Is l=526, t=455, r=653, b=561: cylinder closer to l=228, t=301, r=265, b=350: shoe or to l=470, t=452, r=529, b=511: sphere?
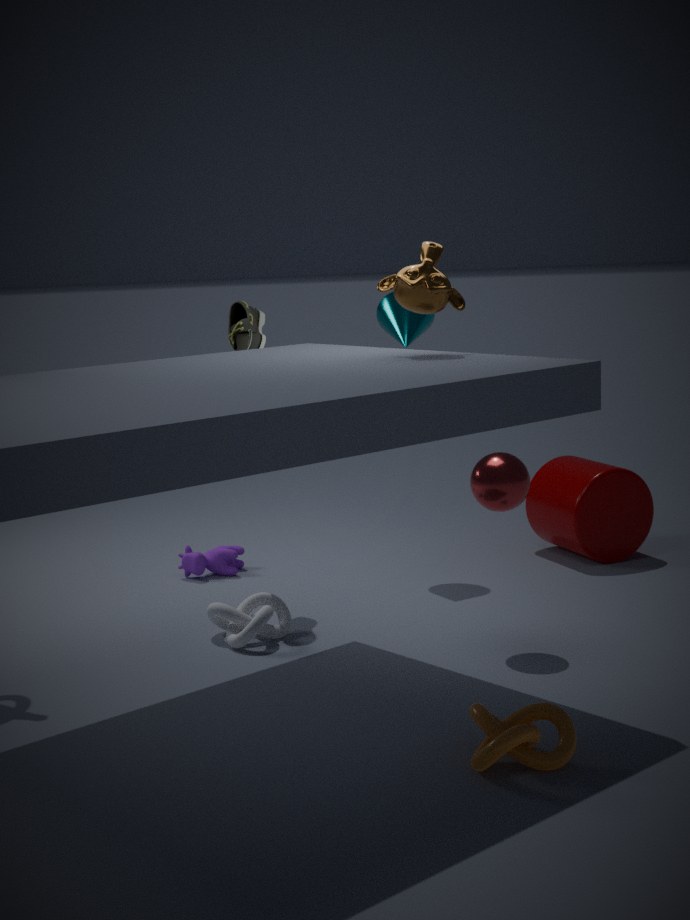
l=470, t=452, r=529, b=511: sphere
